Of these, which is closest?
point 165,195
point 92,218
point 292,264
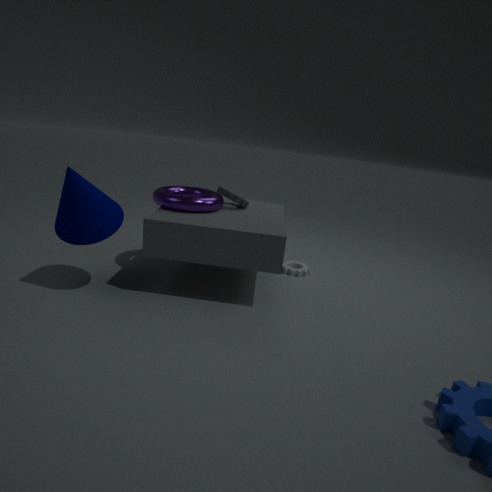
point 92,218
